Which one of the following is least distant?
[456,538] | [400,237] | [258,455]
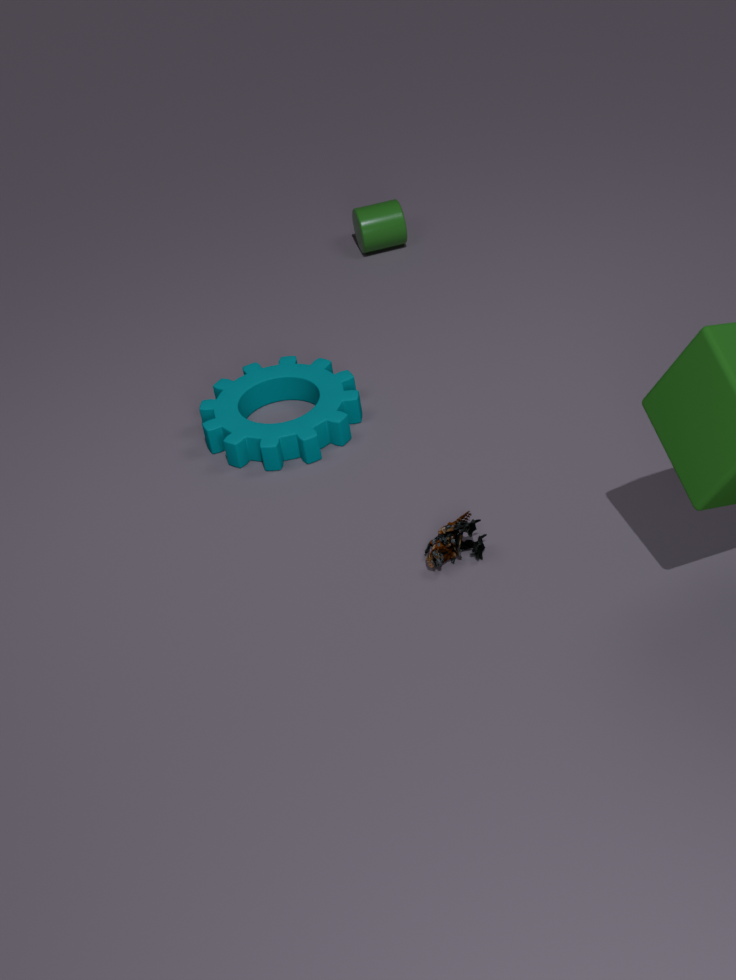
[456,538]
